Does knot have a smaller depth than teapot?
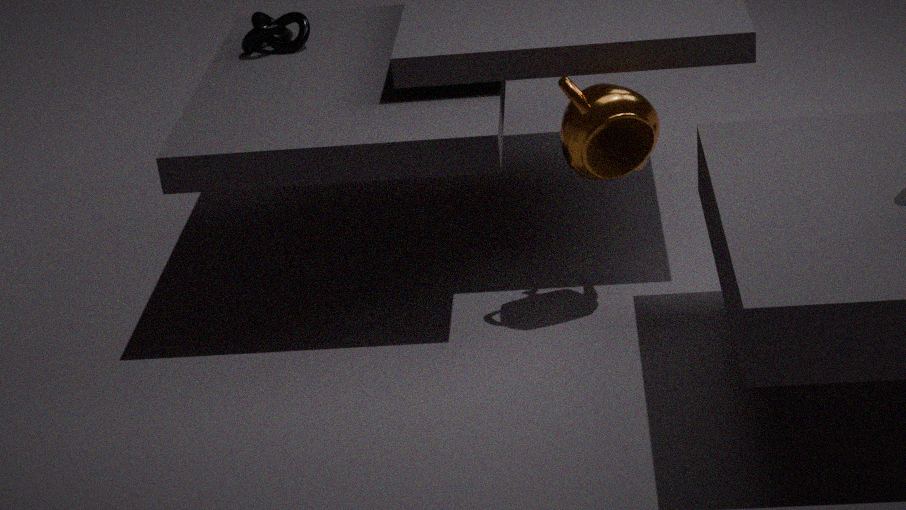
No
